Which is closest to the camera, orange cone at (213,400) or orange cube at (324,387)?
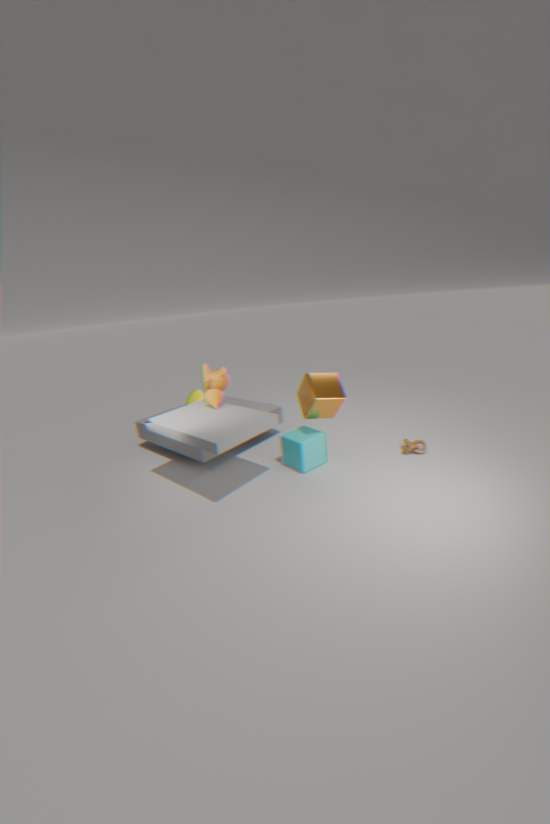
orange cube at (324,387)
